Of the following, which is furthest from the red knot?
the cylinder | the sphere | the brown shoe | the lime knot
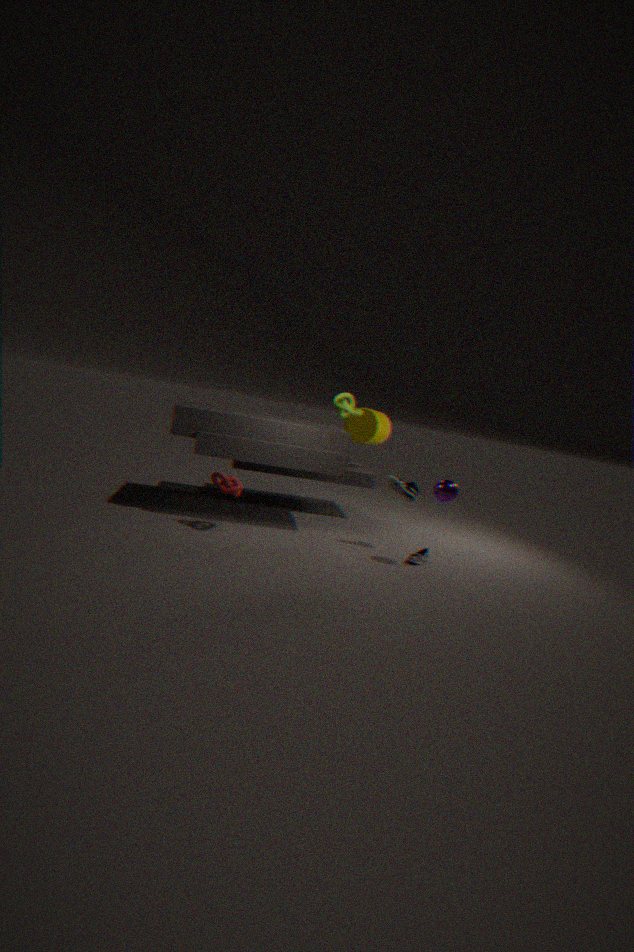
the cylinder
